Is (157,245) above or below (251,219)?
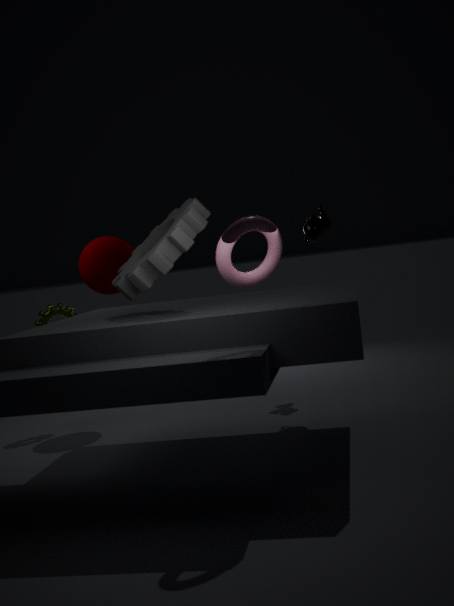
above
